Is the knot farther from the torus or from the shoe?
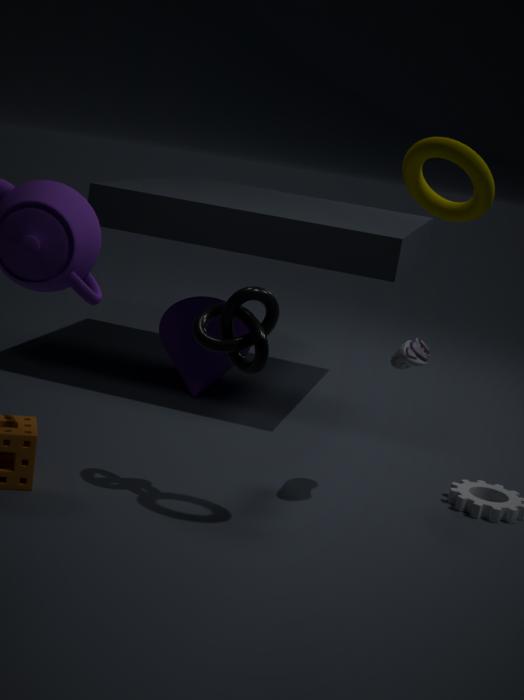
the torus
